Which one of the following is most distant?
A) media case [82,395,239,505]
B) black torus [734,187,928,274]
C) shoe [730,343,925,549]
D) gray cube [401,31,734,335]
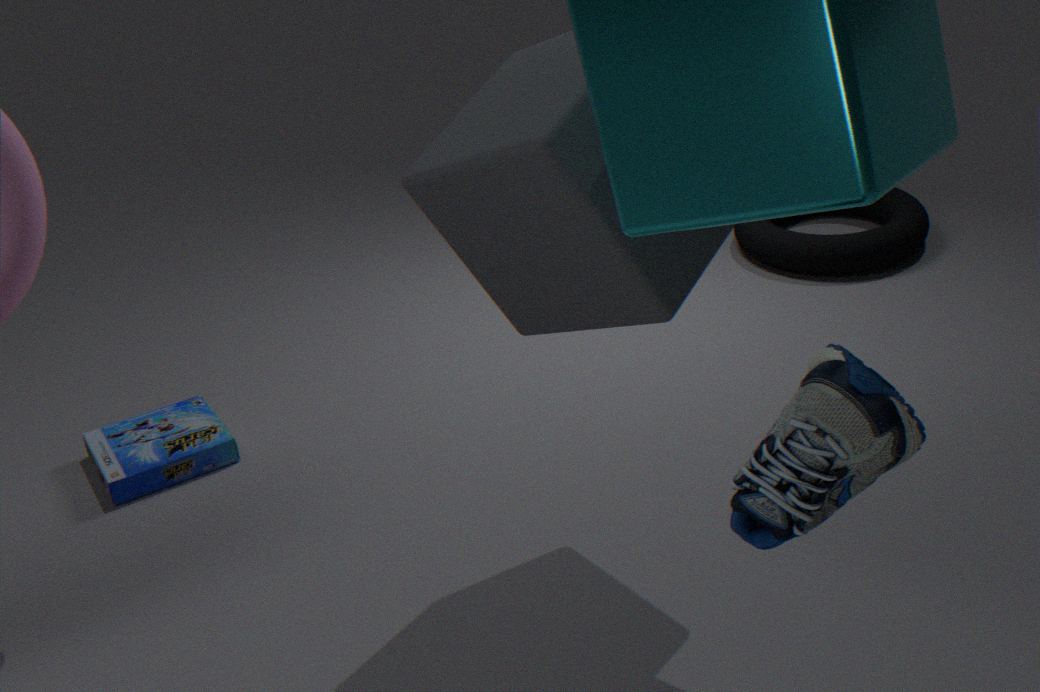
black torus [734,187,928,274]
